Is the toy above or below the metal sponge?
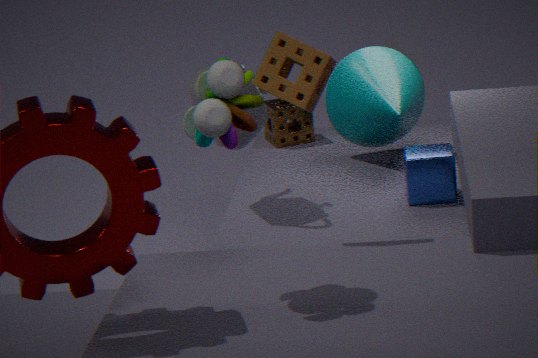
above
